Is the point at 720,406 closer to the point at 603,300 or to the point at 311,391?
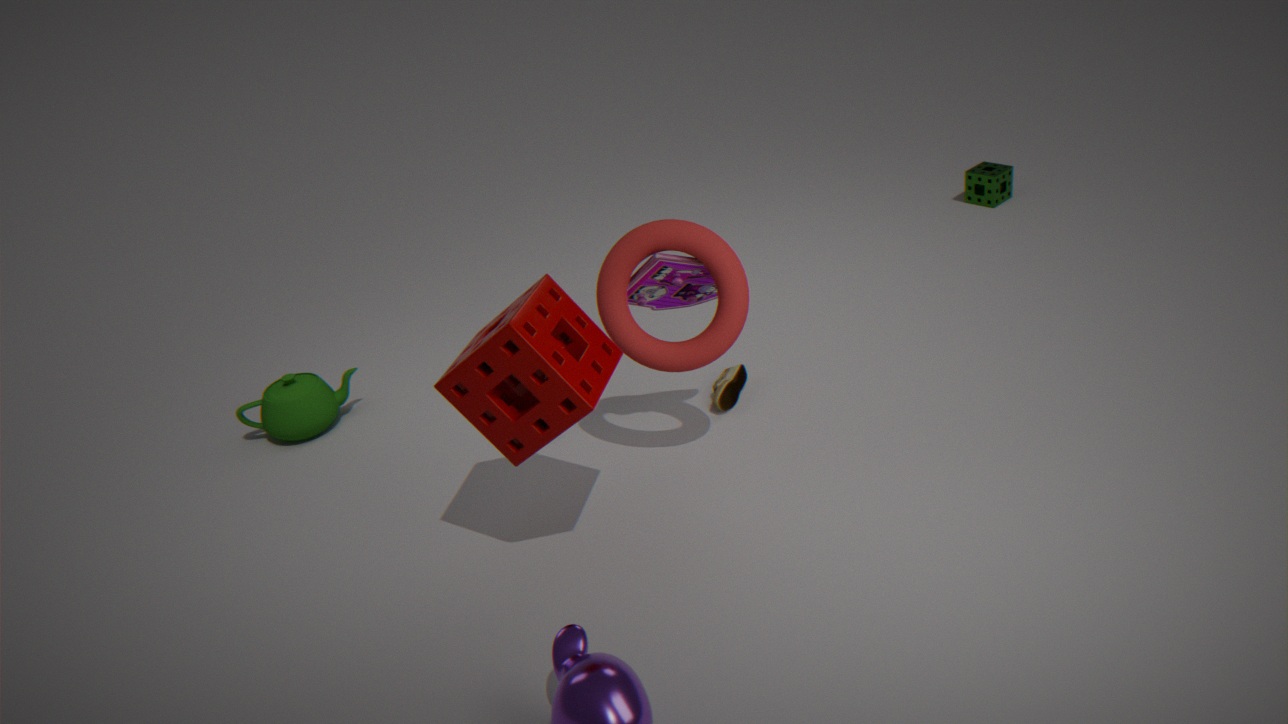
the point at 603,300
